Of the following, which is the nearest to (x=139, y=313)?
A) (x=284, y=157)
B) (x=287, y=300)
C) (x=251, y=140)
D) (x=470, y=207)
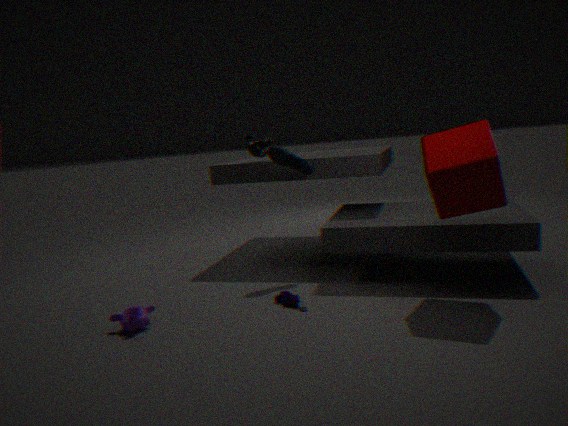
(x=287, y=300)
